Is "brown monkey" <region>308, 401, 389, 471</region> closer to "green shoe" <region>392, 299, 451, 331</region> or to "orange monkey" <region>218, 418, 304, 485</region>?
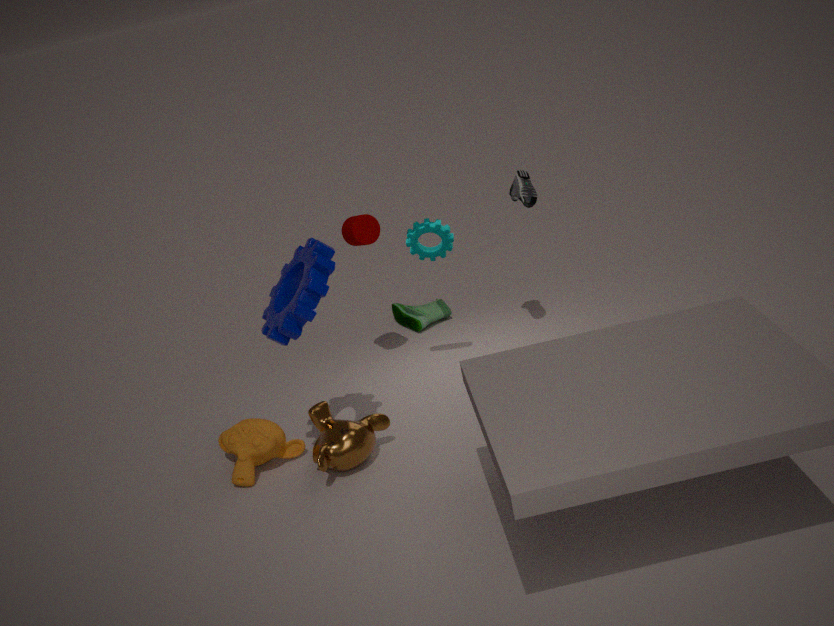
"orange monkey" <region>218, 418, 304, 485</region>
